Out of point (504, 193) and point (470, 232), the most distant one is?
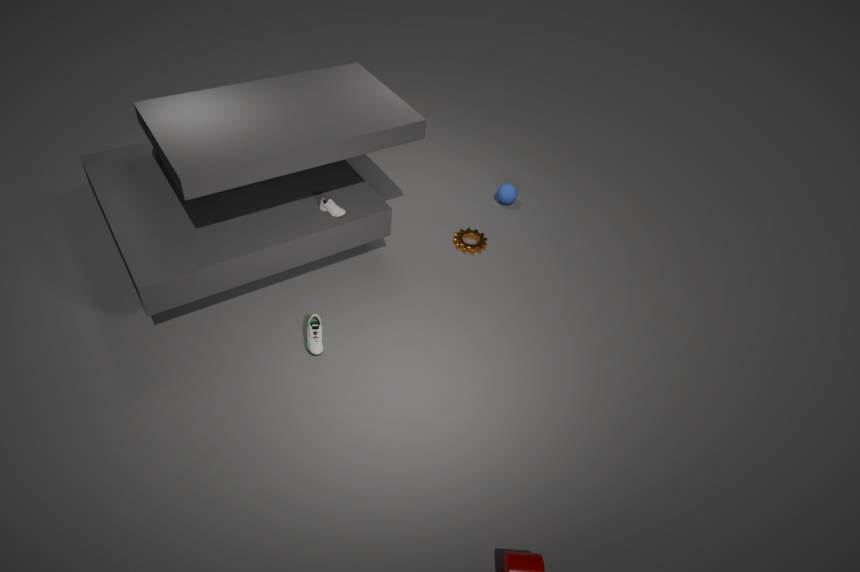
point (504, 193)
